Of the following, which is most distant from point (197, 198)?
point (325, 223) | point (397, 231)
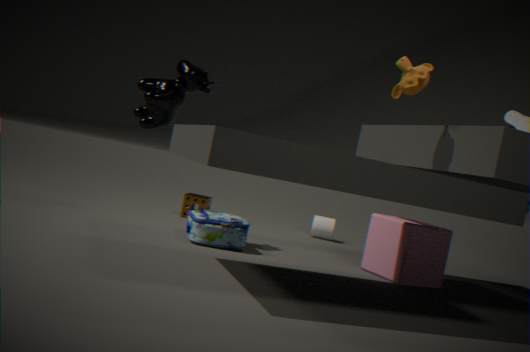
point (397, 231)
